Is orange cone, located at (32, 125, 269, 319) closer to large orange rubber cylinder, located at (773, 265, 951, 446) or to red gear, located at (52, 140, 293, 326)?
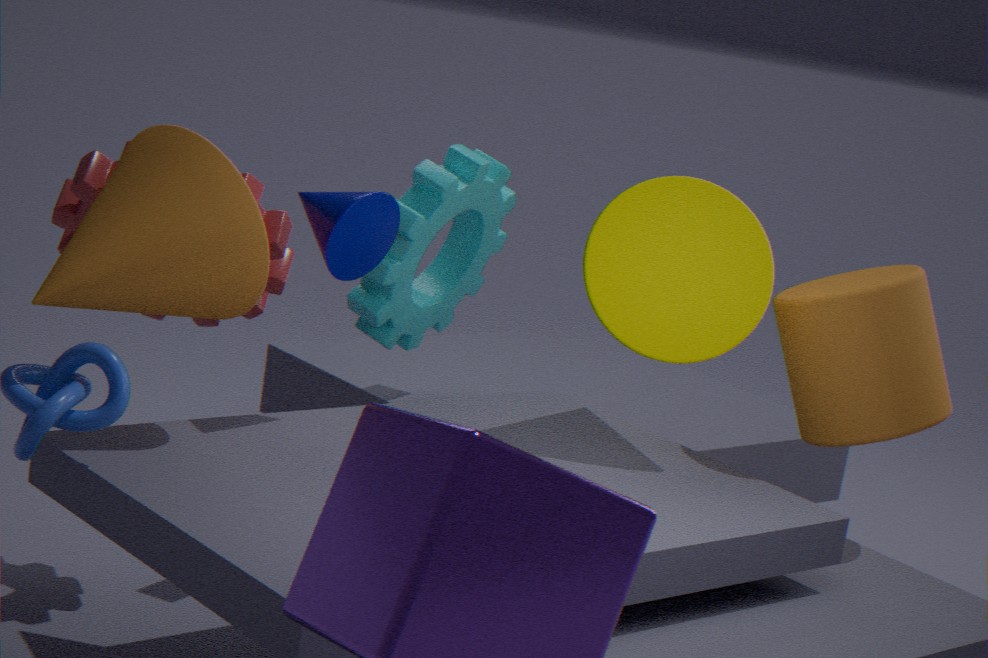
red gear, located at (52, 140, 293, 326)
